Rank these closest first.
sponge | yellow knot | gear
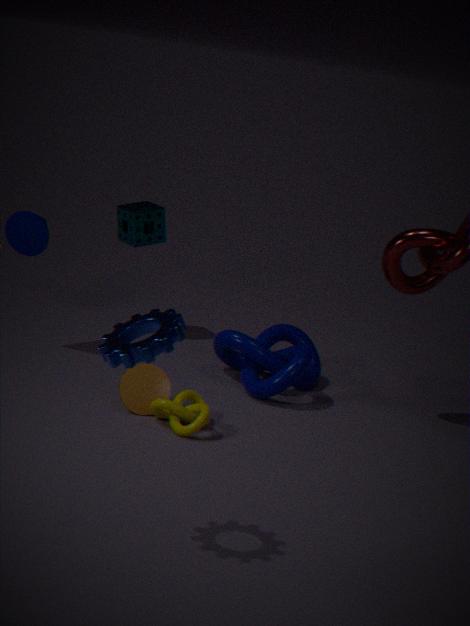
gear, yellow knot, sponge
